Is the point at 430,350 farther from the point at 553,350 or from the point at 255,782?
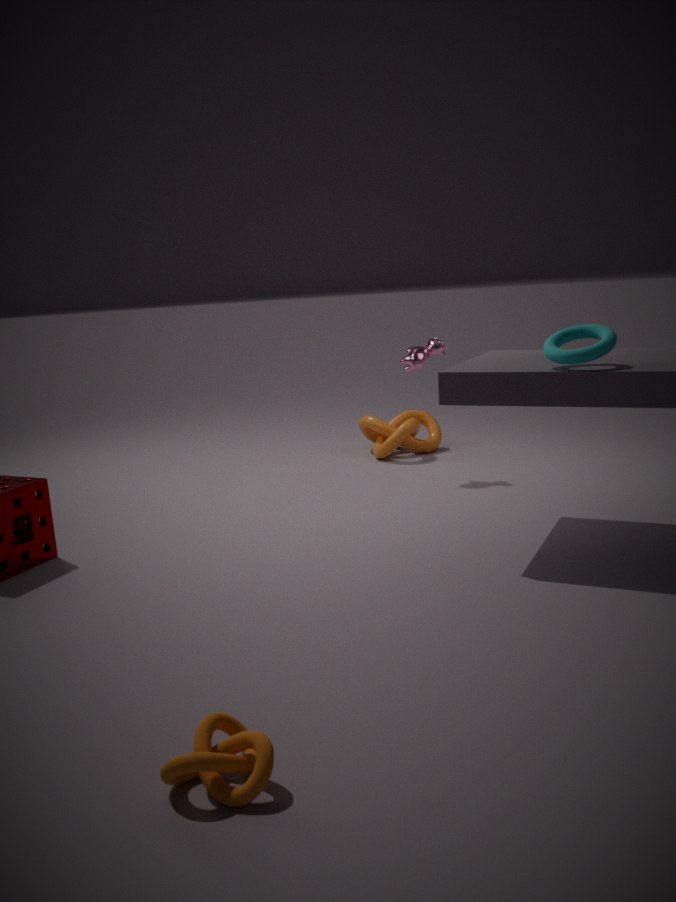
the point at 255,782
